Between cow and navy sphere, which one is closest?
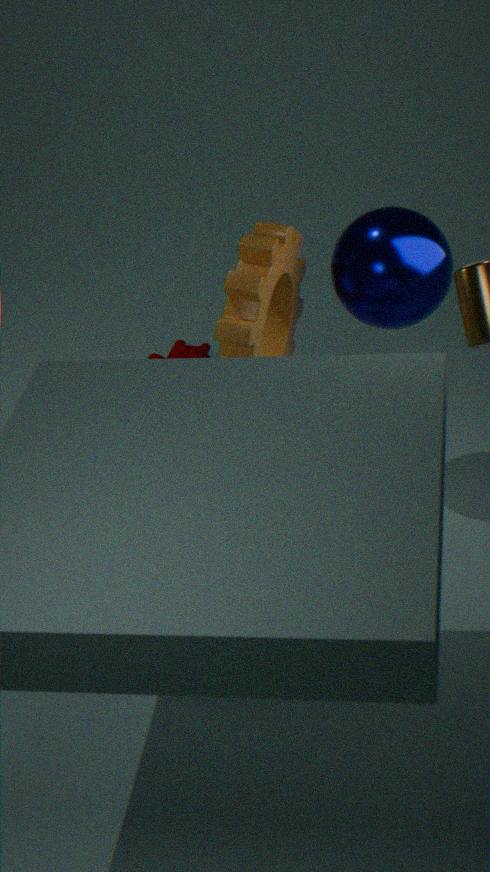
navy sphere
